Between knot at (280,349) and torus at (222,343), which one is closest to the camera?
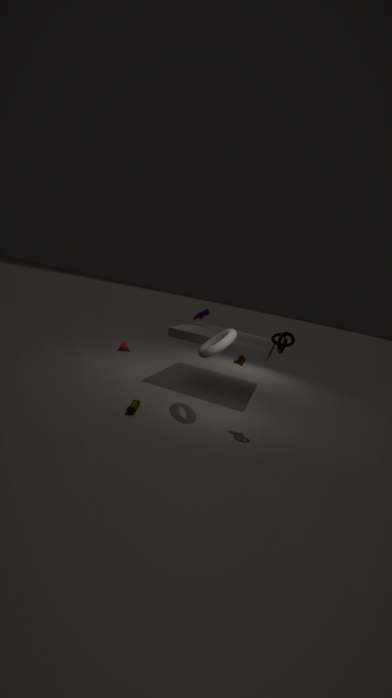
knot at (280,349)
